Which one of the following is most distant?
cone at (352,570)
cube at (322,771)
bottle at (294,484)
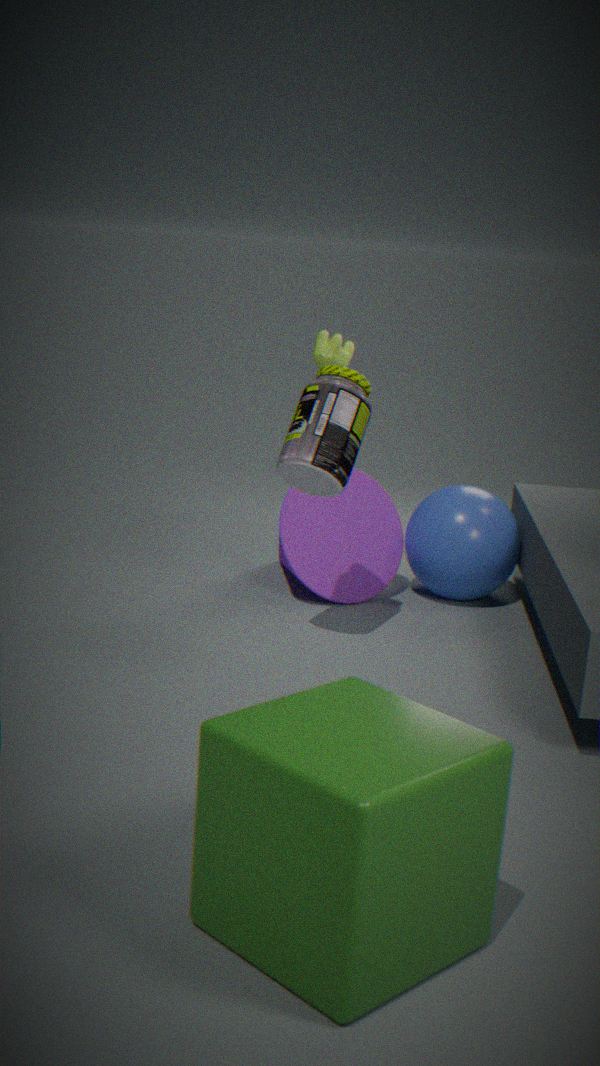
cone at (352,570)
